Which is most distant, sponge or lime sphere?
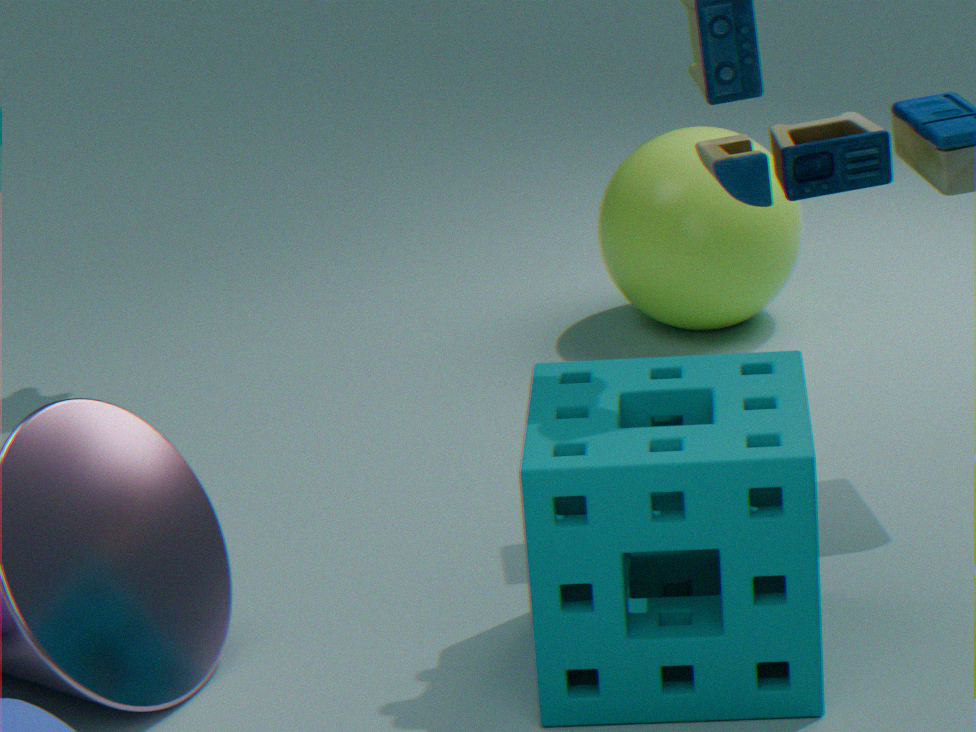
lime sphere
